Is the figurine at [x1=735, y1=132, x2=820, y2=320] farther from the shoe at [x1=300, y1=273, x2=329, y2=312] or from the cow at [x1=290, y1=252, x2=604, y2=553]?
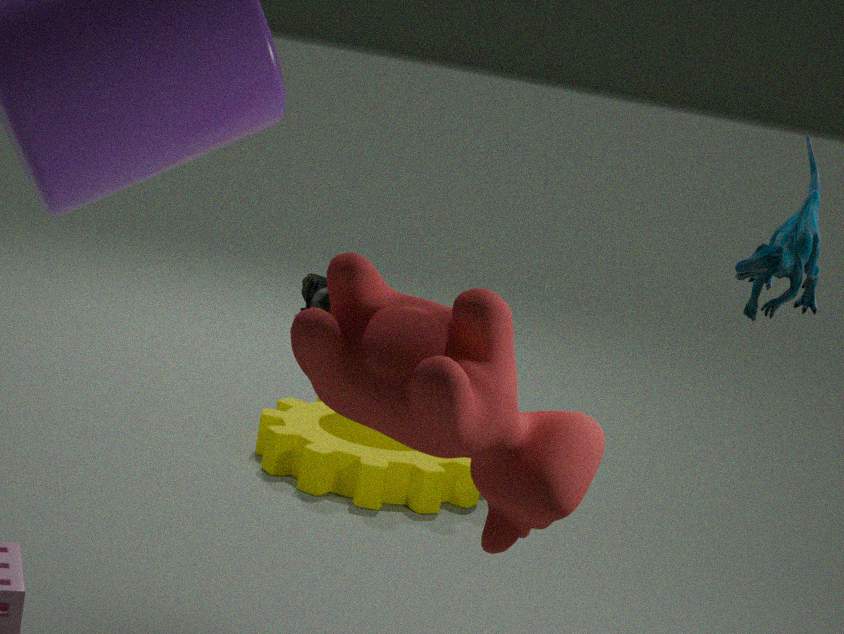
the shoe at [x1=300, y1=273, x2=329, y2=312]
